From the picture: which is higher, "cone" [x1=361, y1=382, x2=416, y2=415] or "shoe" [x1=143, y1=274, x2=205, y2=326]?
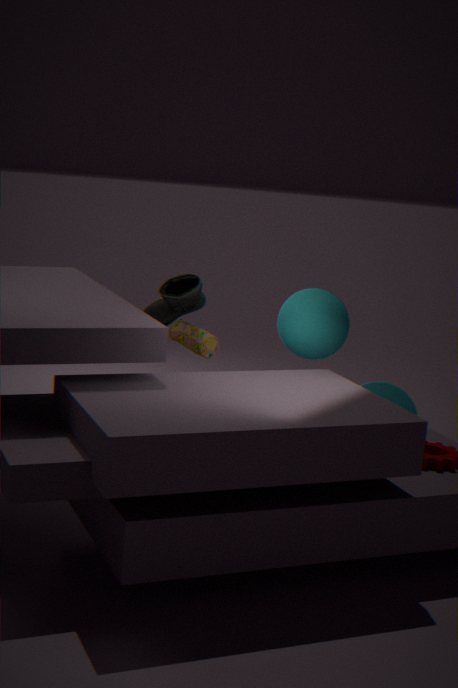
"shoe" [x1=143, y1=274, x2=205, y2=326]
